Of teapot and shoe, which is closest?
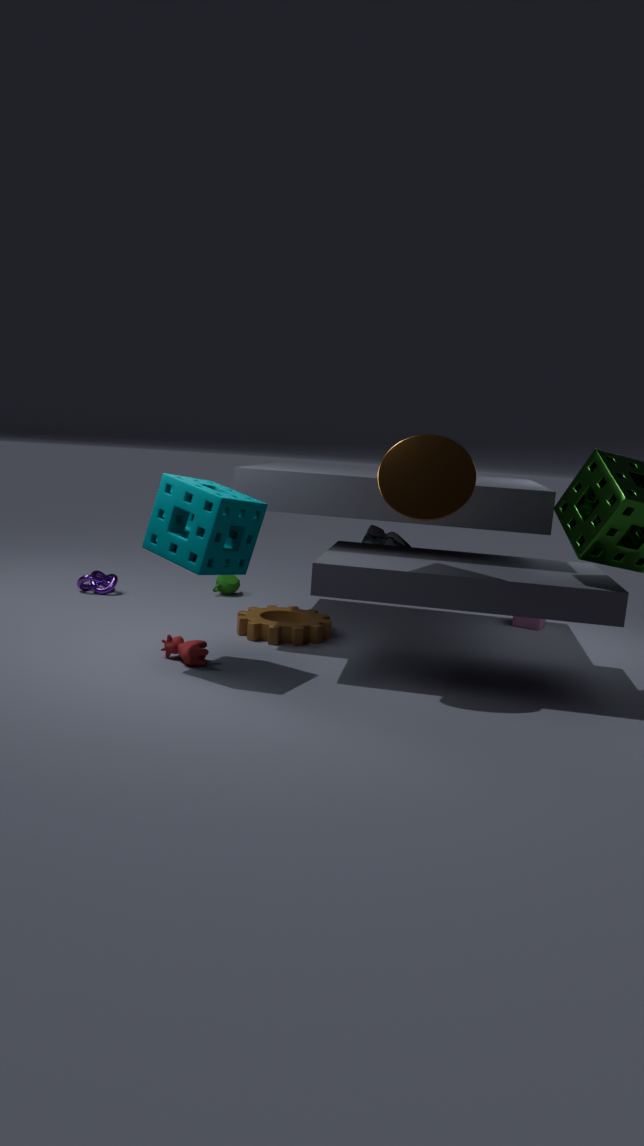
shoe
